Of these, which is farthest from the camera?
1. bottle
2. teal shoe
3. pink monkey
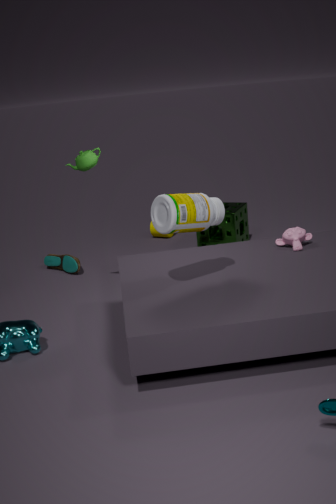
teal shoe
